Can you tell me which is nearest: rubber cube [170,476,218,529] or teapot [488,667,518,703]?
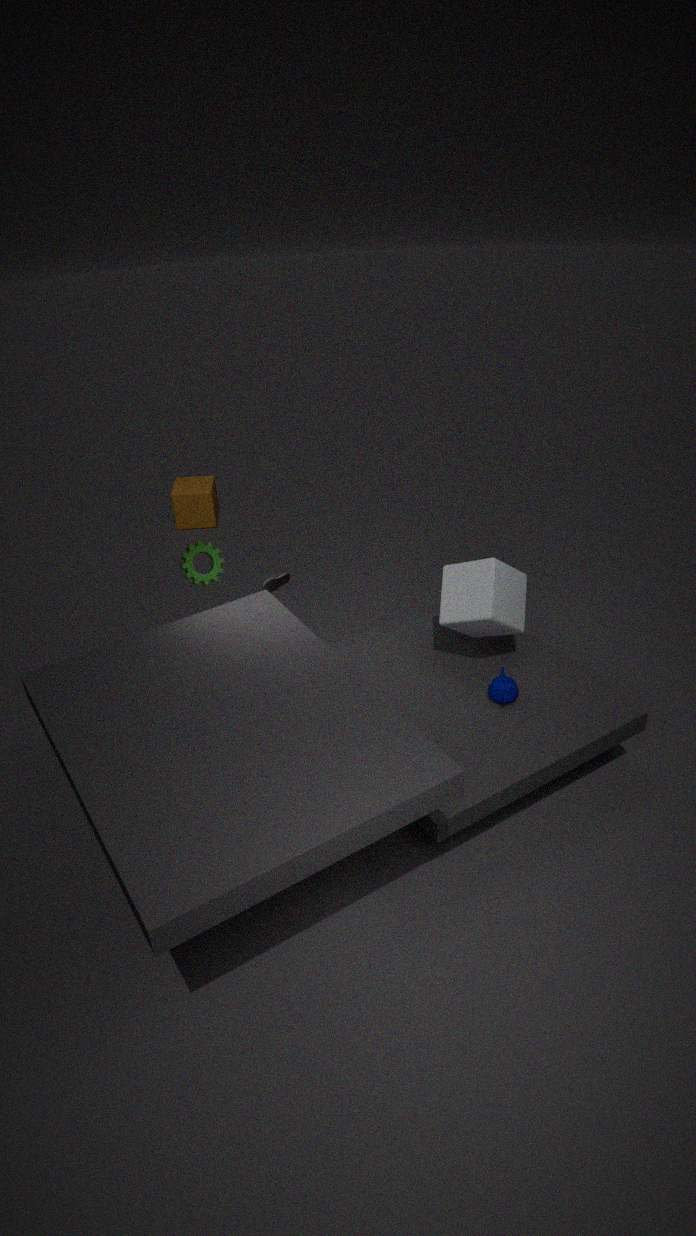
teapot [488,667,518,703]
